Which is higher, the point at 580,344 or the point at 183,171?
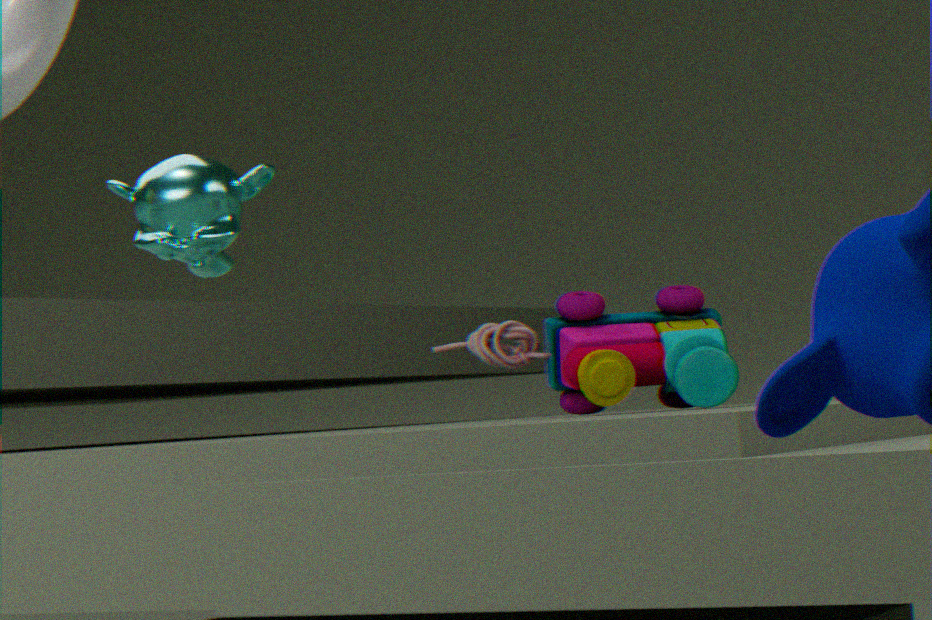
the point at 183,171
